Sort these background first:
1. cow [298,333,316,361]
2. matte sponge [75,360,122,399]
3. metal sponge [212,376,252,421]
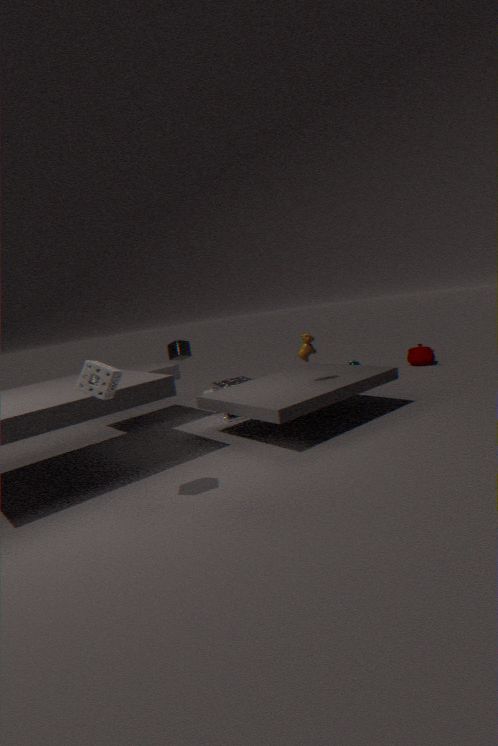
1. metal sponge [212,376,252,421]
2. cow [298,333,316,361]
3. matte sponge [75,360,122,399]
